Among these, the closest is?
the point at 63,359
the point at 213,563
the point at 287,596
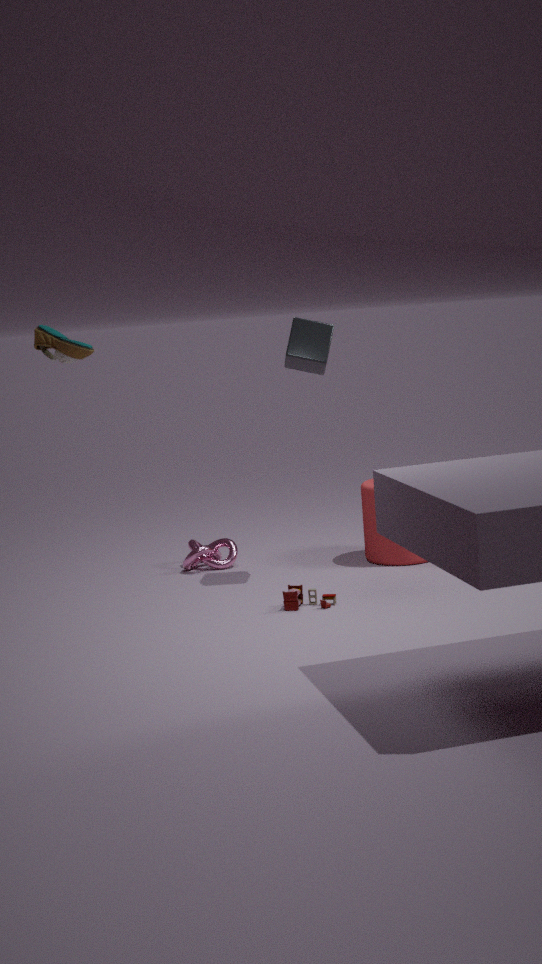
the point at 63,359
